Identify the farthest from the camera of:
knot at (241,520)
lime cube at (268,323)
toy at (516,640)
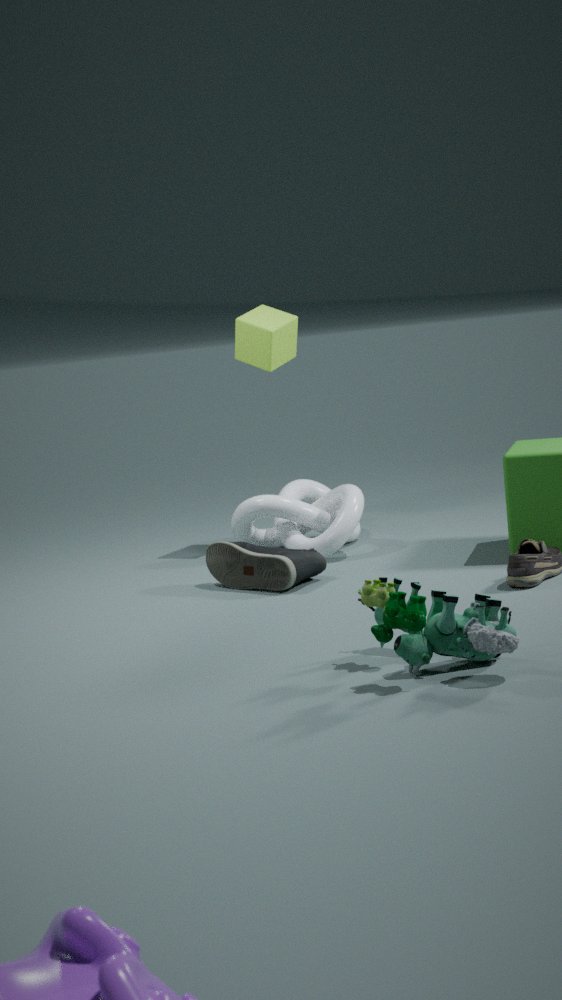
lime cube at (268,323)
